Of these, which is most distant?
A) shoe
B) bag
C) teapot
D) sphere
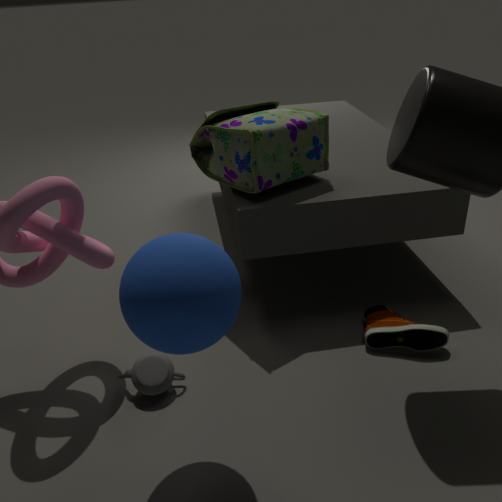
B. bag
